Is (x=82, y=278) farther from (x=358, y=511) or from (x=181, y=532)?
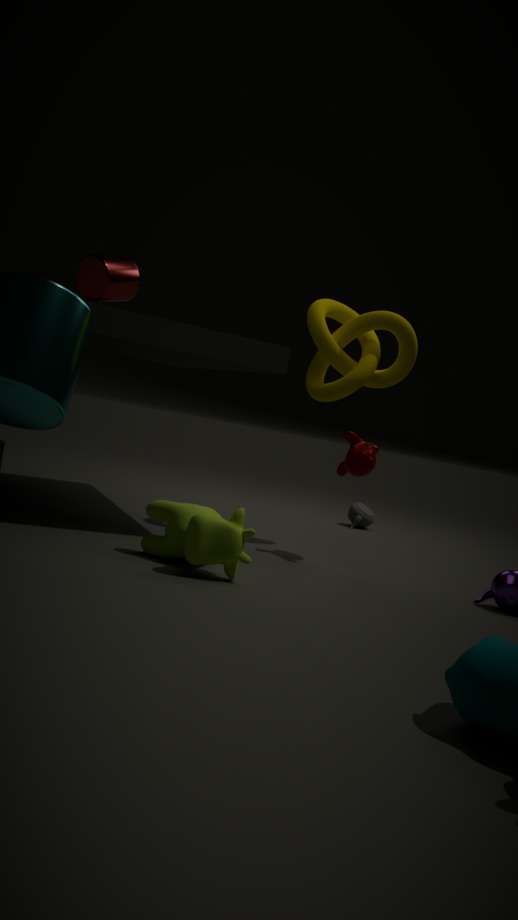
(x=358, y=511)
